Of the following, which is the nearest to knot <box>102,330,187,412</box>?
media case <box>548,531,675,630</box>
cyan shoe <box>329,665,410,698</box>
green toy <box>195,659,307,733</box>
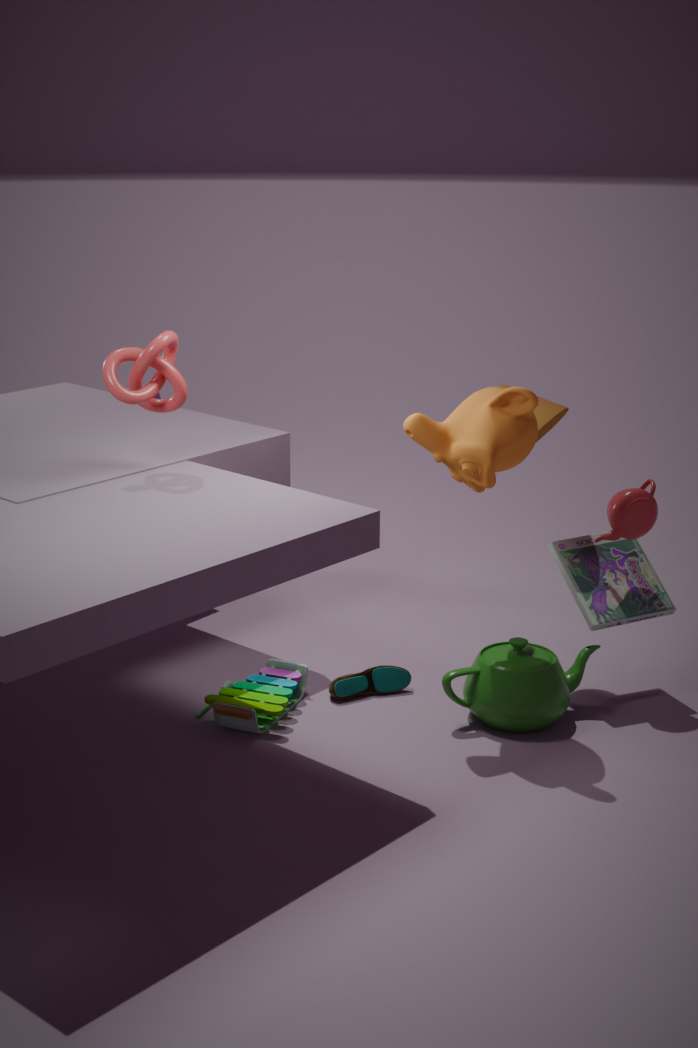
green toy <box>195,659,307,733</box>
